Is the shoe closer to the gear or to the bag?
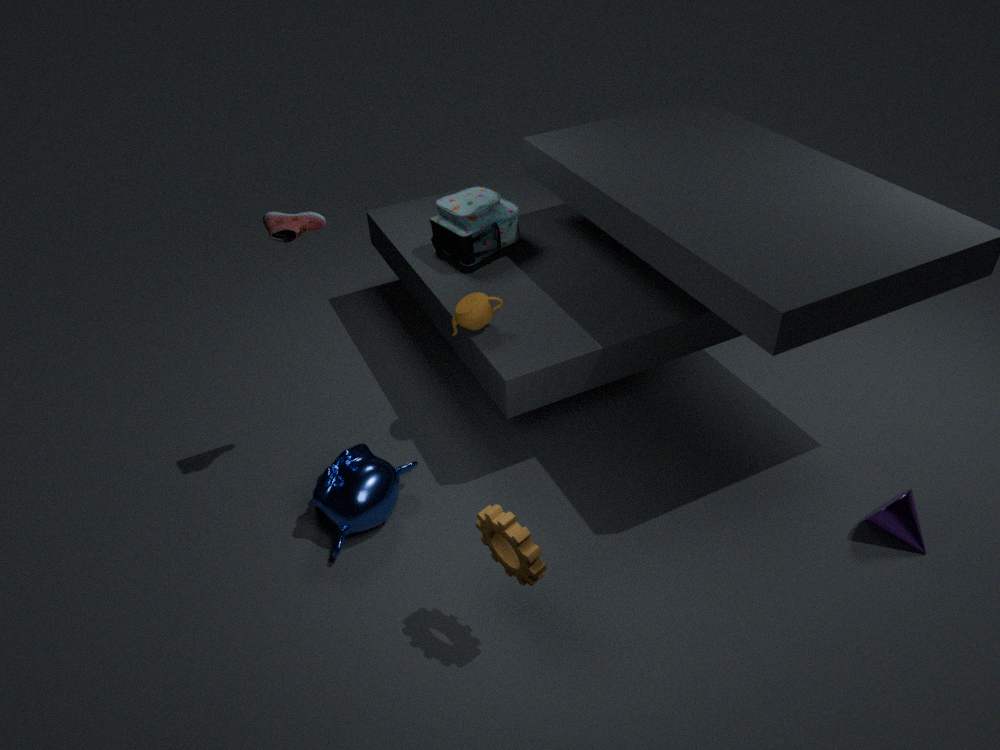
the bag
